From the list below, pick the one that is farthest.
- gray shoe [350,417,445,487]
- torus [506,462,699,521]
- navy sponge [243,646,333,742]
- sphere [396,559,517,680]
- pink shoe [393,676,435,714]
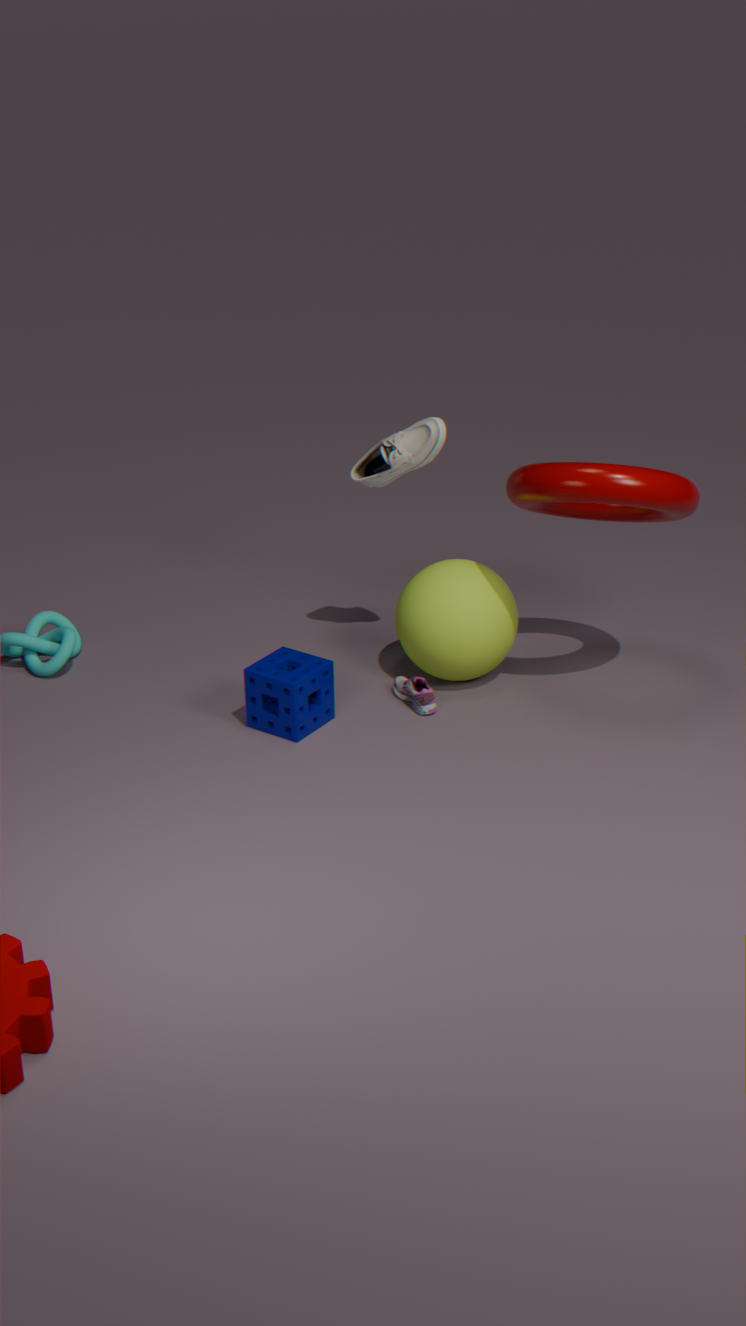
gray shoe [350,417,445,487]
